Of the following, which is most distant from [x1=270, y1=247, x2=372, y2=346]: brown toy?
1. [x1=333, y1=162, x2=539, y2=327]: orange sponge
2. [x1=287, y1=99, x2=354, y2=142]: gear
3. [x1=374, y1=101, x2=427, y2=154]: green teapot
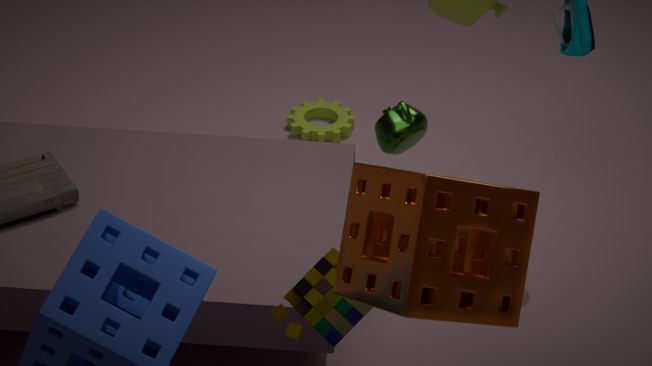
[x1=287, y1=99, x2=354, y2=142]: gear
